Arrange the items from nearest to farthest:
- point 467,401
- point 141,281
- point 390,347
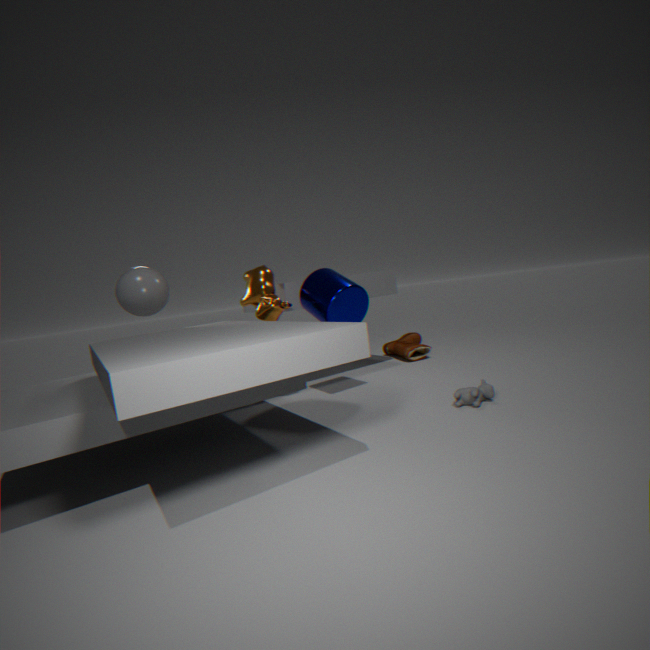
1. point 467,401
2. point 141,281
3. point 390,347
